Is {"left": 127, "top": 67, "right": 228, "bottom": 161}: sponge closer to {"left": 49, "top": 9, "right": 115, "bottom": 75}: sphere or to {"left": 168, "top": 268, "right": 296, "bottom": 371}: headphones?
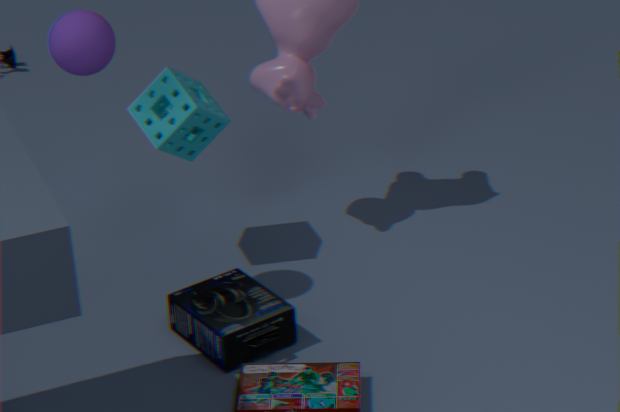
{"left": 49, "top": 9, "right": 115, "bottom": 75}: sphere
